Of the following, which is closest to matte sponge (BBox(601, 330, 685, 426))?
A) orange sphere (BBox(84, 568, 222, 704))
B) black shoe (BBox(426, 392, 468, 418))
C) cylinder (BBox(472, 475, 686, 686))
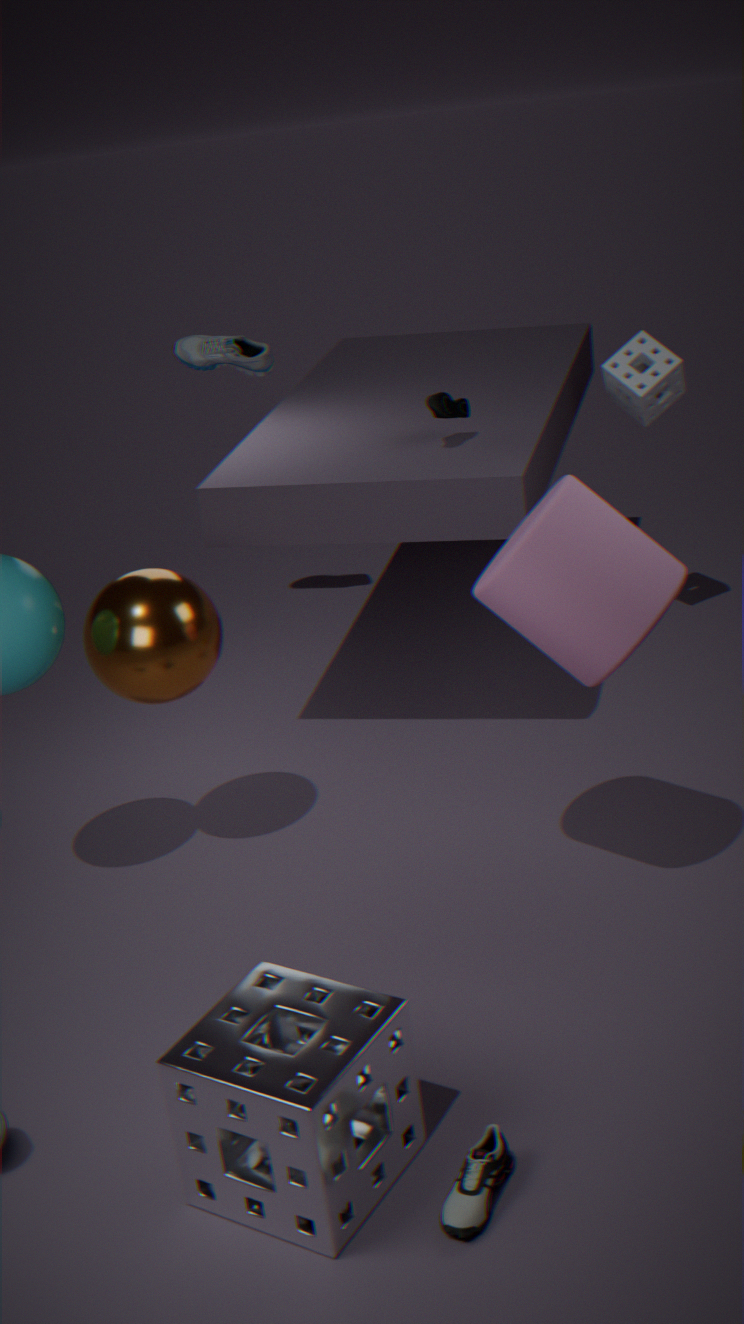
black shoe (BBox(426, 392, 468, 418))
